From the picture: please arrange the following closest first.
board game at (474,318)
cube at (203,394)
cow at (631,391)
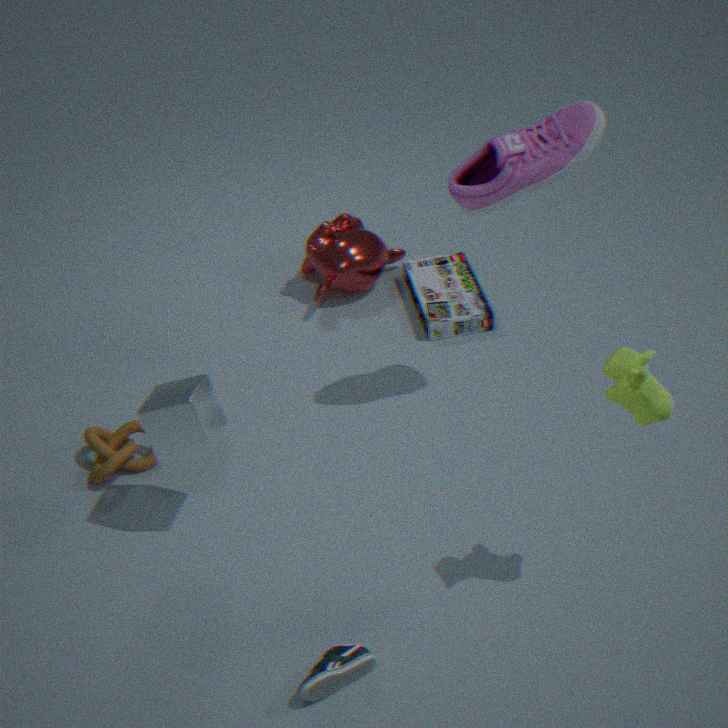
cow at (631,391), cube at (203,394), board game at (474,318)
